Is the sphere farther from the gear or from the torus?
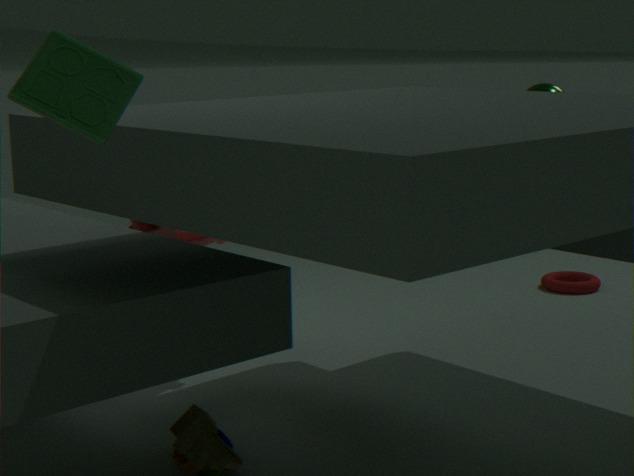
the torus
